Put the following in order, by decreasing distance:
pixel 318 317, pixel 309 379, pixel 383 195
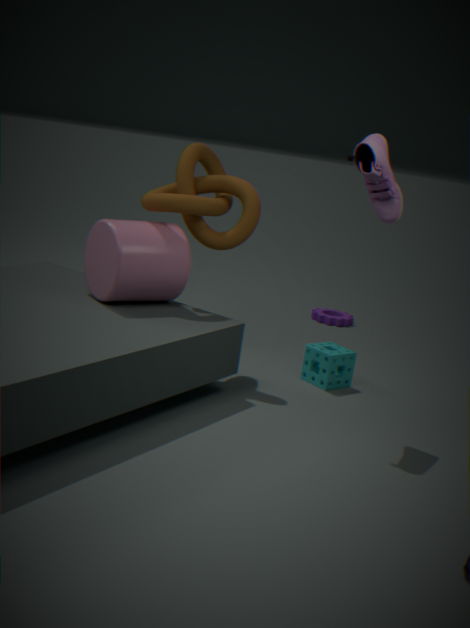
pixel 318 317
pixel 309 379
pixel 383 195
